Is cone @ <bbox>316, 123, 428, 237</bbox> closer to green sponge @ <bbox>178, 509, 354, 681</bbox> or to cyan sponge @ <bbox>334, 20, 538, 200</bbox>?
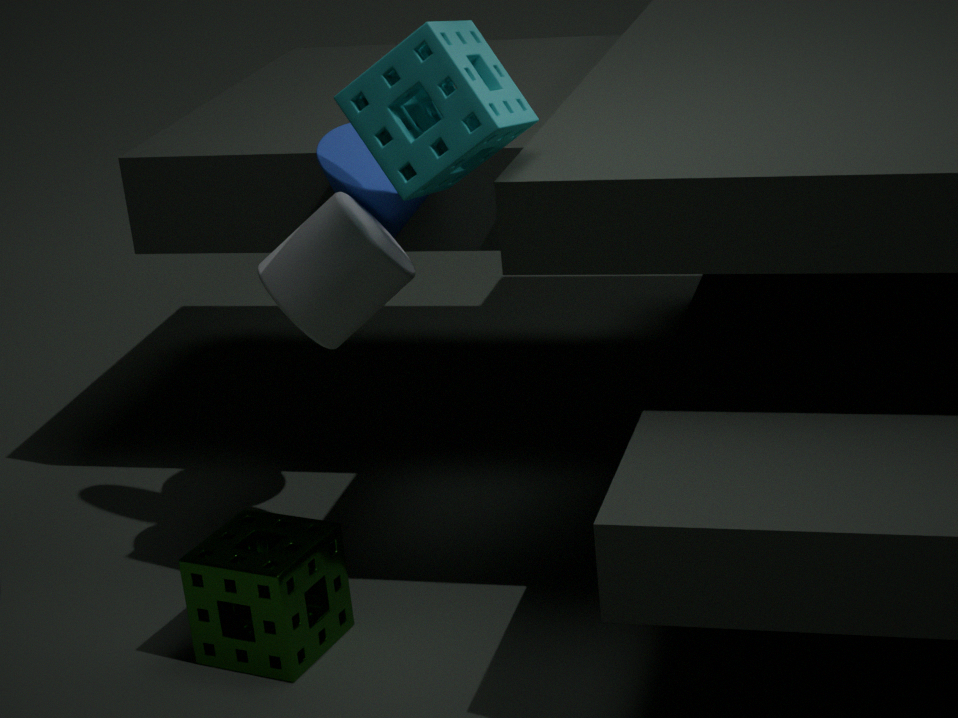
cyan sponge @ <bbox>334, 20, 538, 200</bbox>
